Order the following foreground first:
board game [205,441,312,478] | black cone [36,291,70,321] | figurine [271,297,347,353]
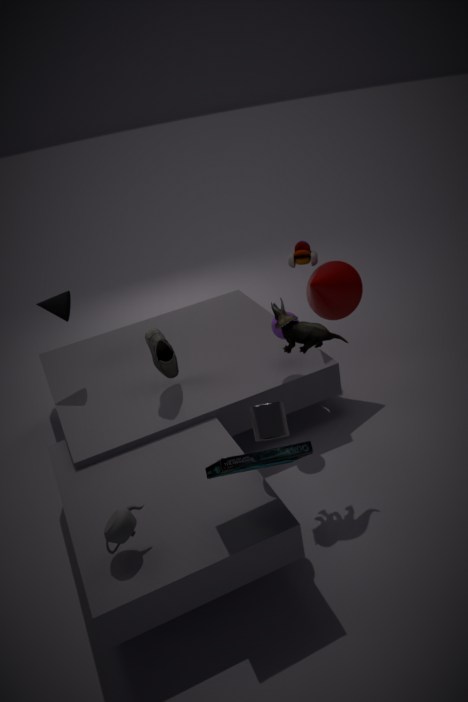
board game [205,441,312,478]
figurine [271,297,347,353]
black cone [36,291,70,321]
